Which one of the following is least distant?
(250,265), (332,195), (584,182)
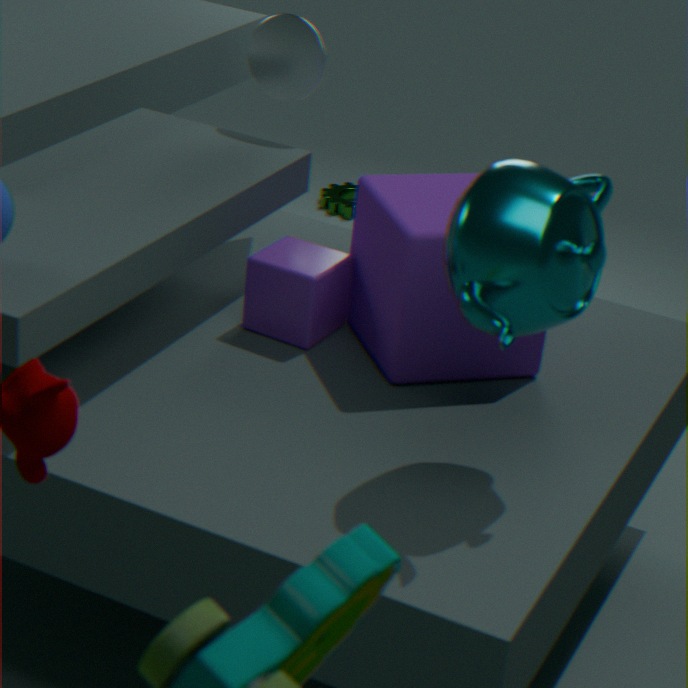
(584,182)
